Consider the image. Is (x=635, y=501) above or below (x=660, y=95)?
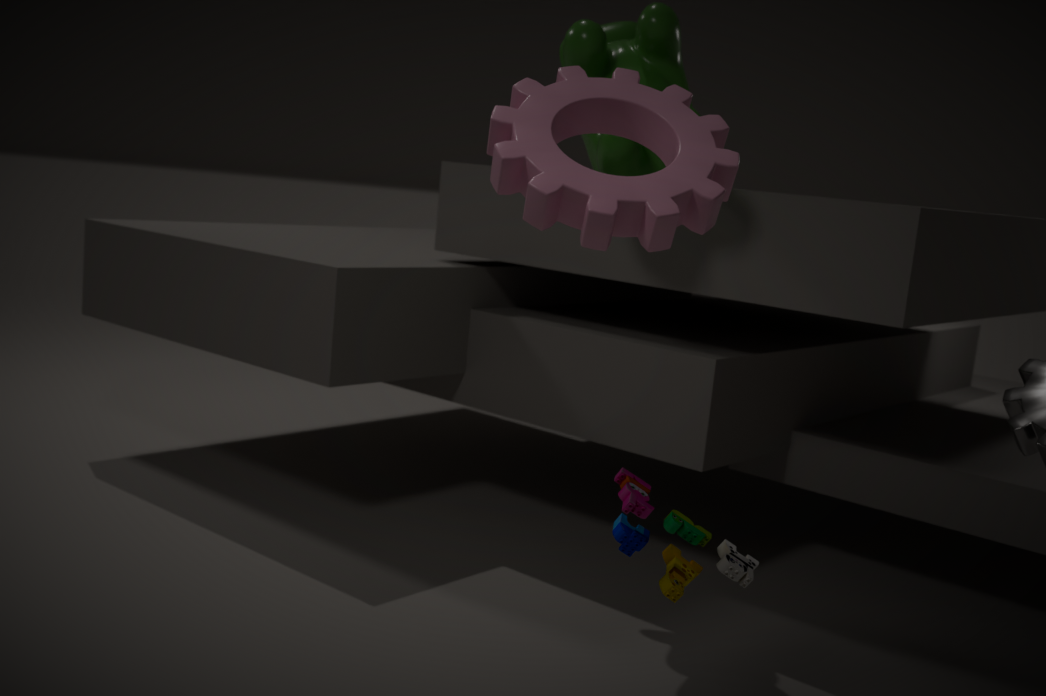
below
